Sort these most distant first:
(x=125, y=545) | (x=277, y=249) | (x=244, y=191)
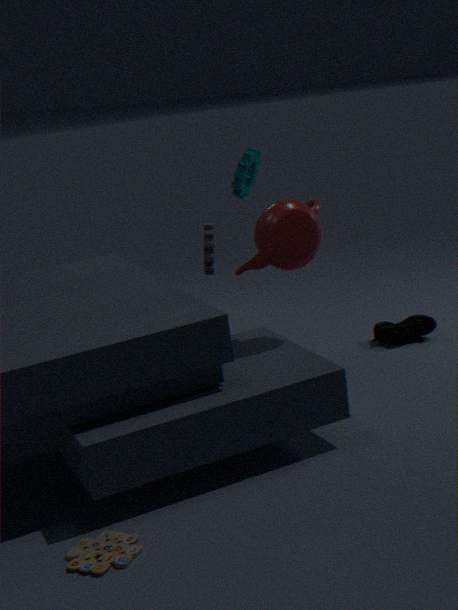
(x=244, y=191)
(x=277, y=249)
(x=125, y=545)
